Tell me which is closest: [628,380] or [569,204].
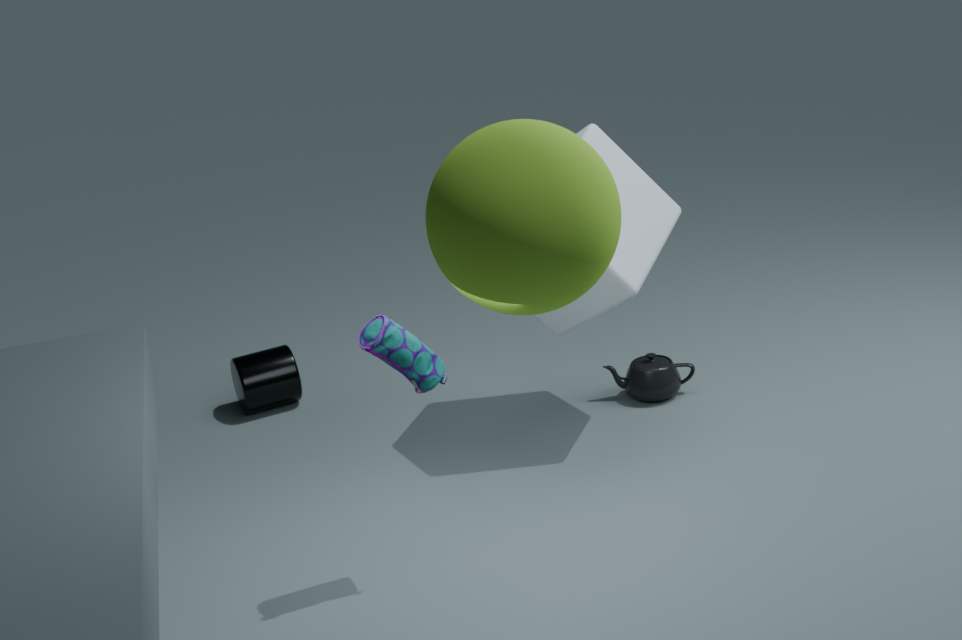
[569,204]
